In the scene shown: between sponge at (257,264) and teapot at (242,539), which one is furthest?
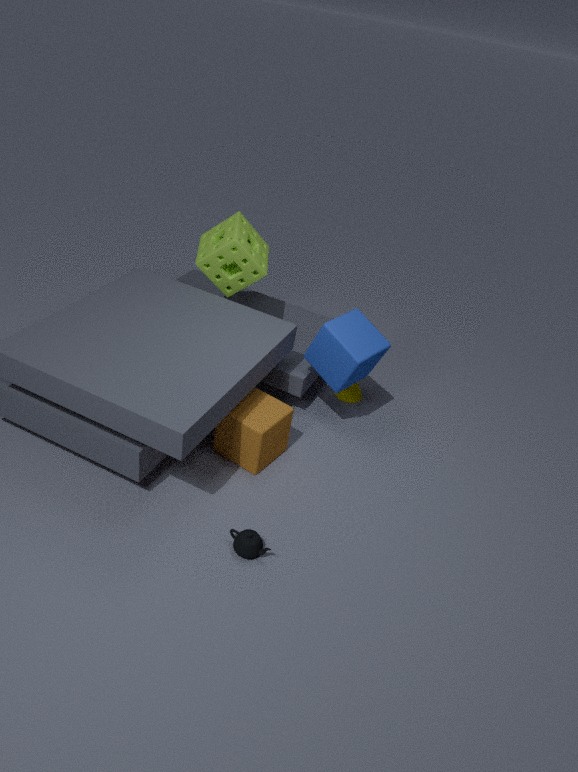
sponge at (257,264)
